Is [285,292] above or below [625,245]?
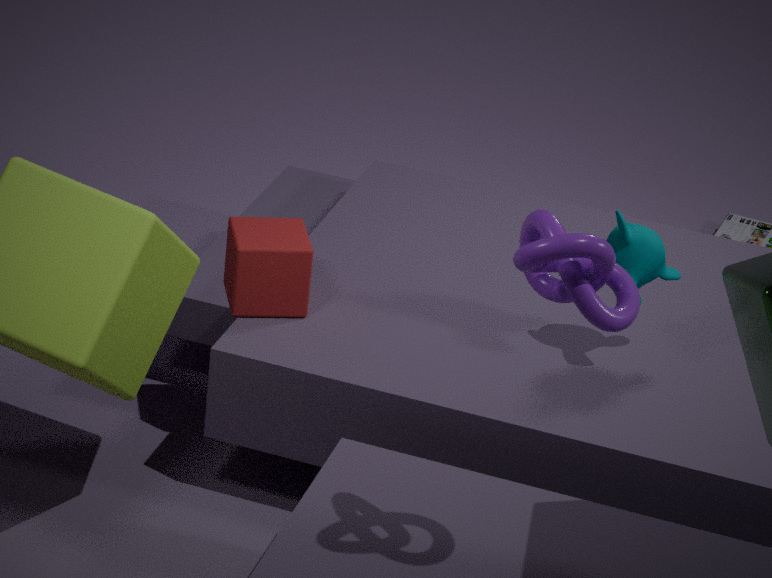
below
